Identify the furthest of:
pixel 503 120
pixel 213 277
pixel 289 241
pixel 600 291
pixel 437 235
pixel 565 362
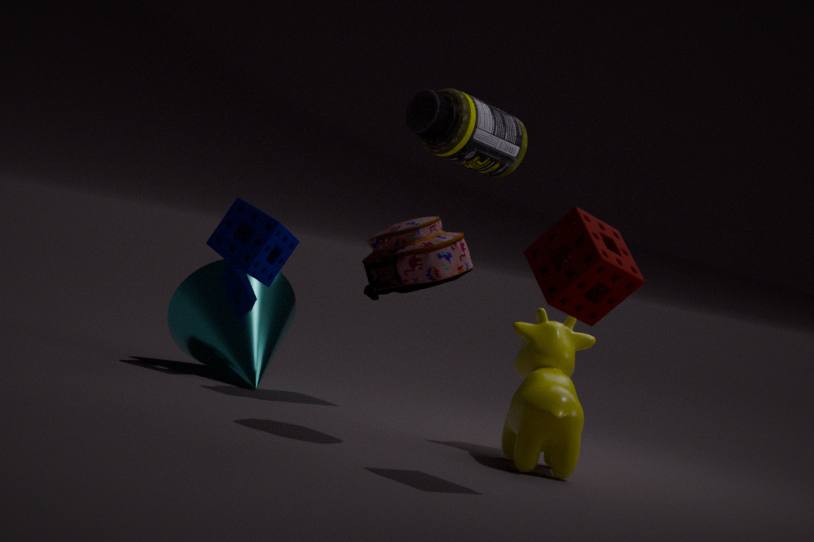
pixel 213 277
